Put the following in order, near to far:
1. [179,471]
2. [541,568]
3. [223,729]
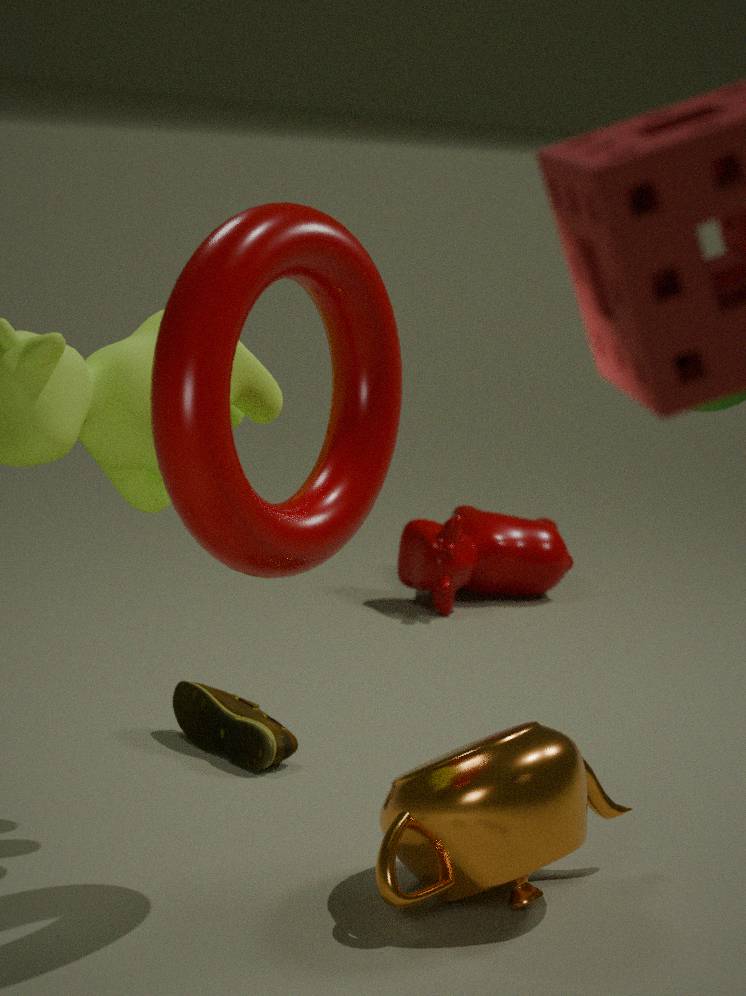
[179,471] → [223,729] → [541,568]
